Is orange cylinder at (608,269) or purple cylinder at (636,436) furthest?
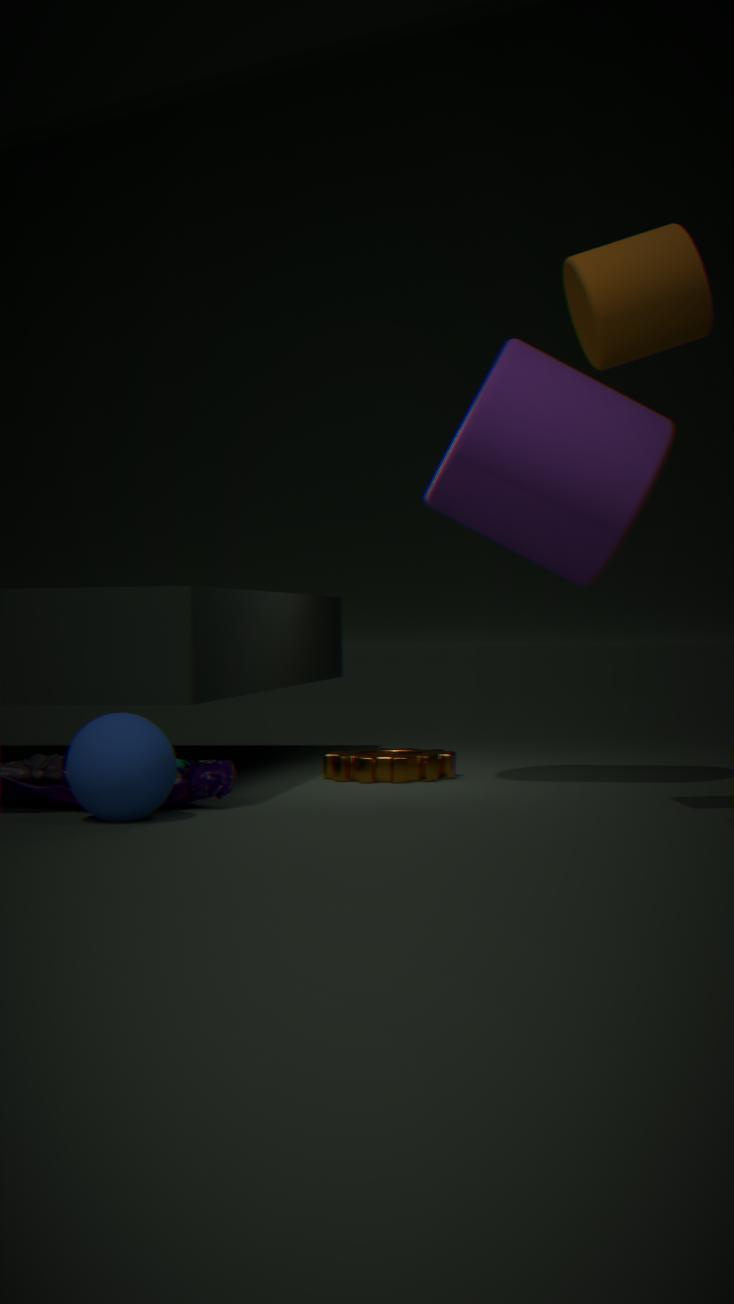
purple cylinder at (636,436)
